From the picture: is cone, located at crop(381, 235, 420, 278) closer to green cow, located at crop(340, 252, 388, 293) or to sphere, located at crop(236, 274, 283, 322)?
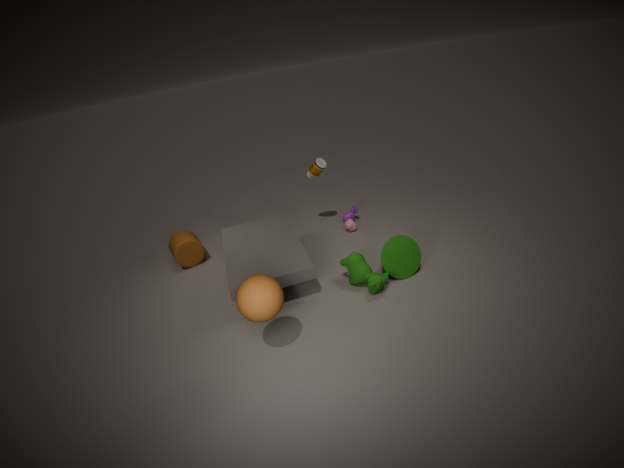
green cow, located at crop(340, 252, 388, 293)
